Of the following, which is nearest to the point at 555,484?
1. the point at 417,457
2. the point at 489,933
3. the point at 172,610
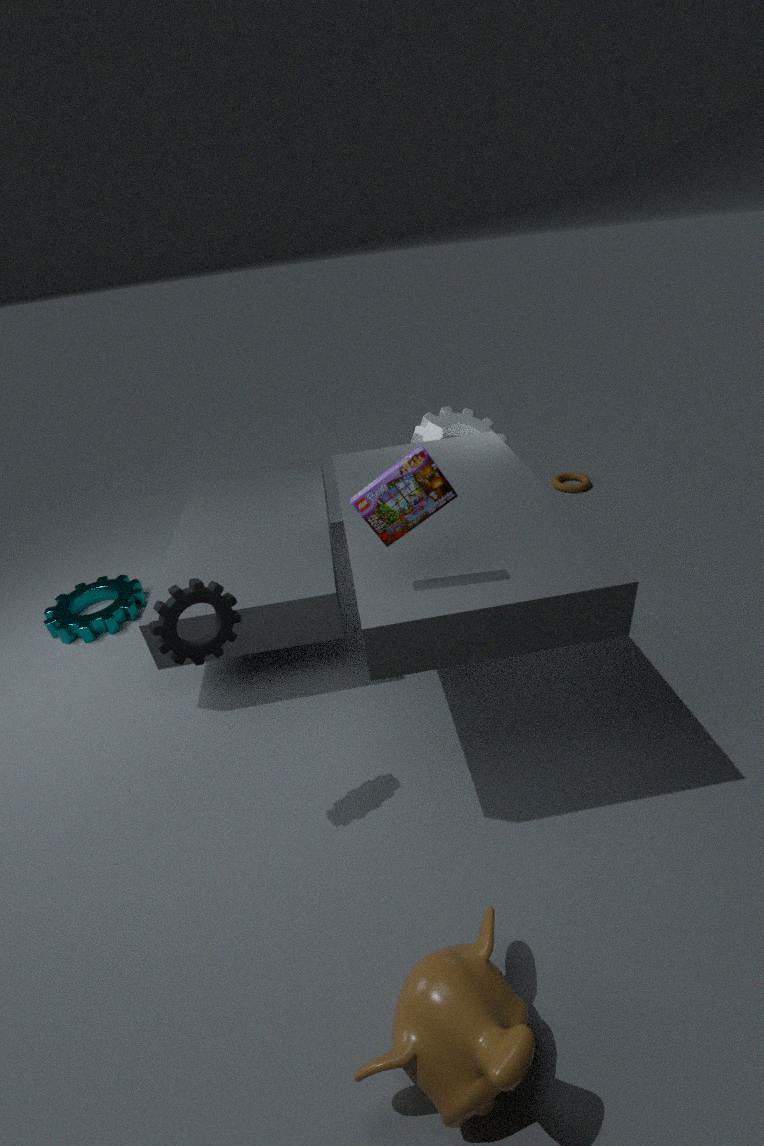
the point at 417,457
